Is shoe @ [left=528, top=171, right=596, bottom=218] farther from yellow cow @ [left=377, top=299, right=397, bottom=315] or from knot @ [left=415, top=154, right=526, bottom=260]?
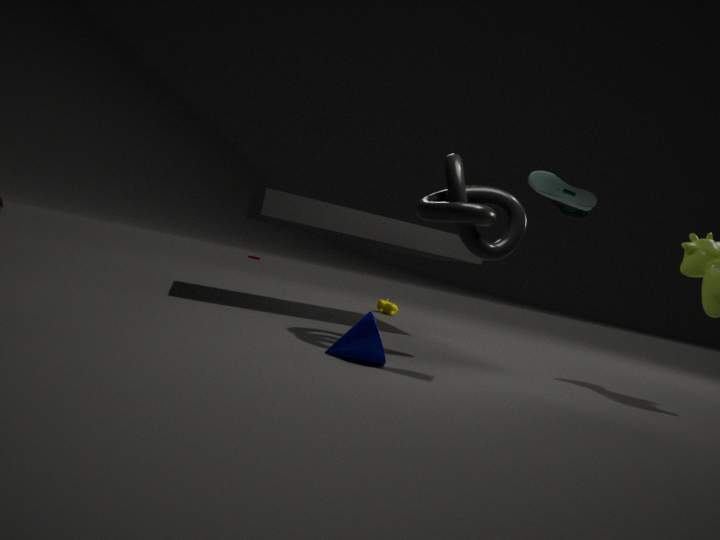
yellow cow @ [left=377, top=299, right=397, bottom=315]
